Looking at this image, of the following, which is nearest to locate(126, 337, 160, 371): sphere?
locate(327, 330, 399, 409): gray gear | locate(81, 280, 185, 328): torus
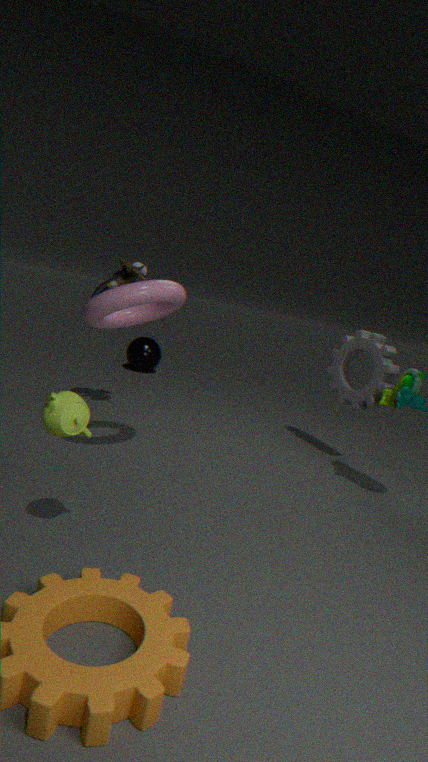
locate(327, 330, 399, 409): gray gear
